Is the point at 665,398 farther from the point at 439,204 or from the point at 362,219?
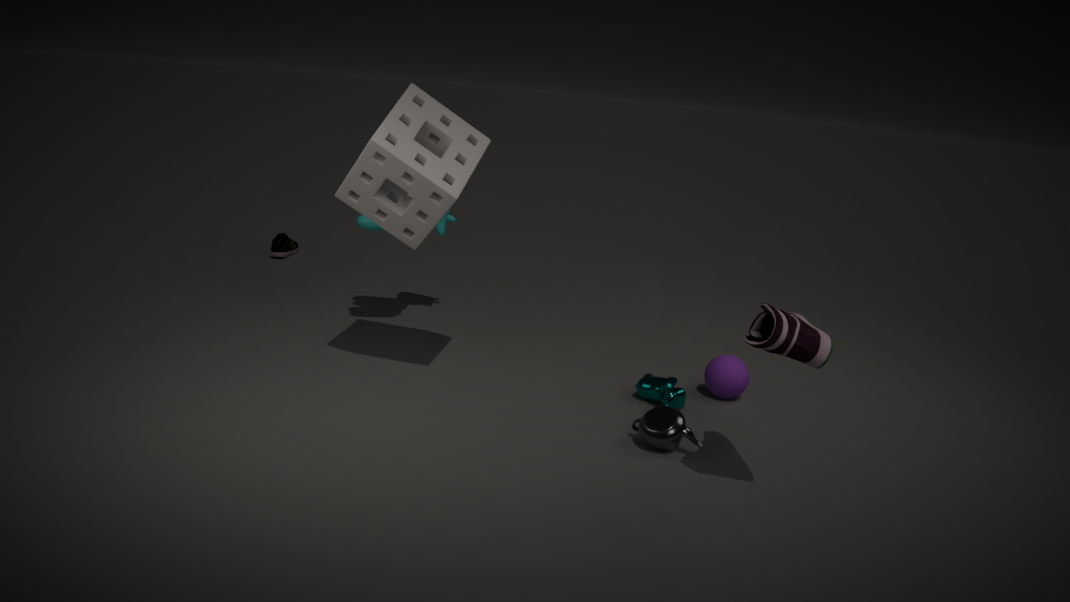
the point at 362,219
